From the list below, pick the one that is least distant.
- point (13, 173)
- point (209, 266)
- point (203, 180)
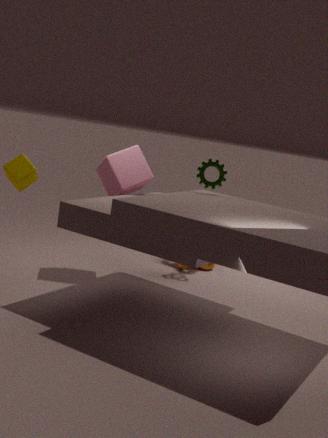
point (13, 173)
